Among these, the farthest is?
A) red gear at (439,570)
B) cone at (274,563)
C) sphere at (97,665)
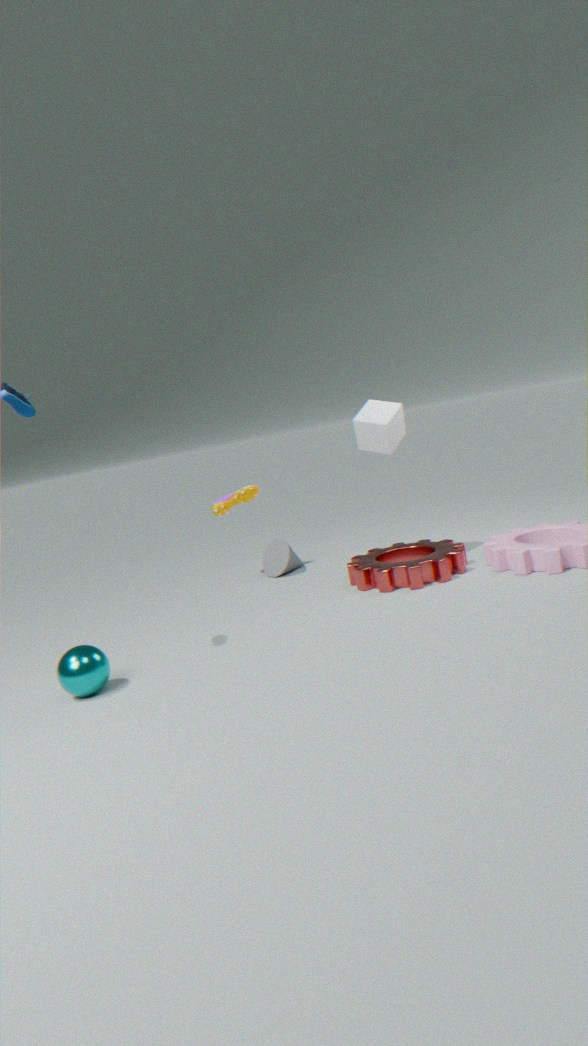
cone at (274,563)
